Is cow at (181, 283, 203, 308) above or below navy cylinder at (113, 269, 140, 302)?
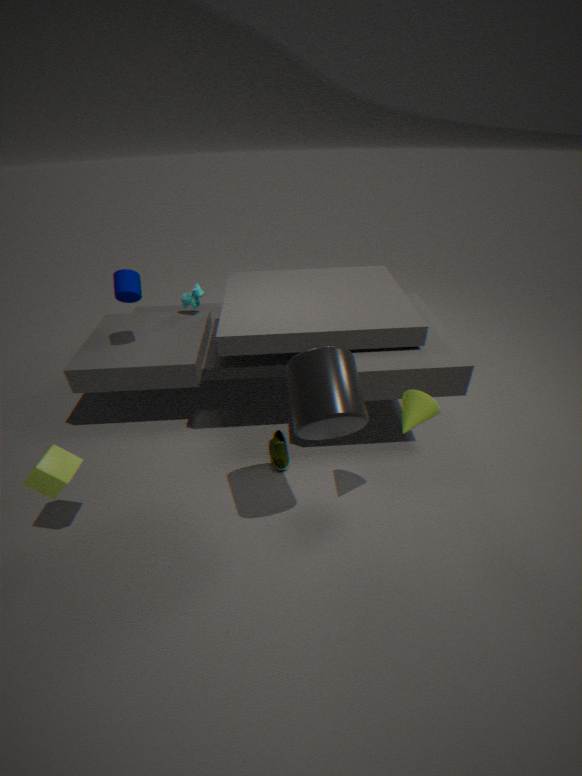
below
